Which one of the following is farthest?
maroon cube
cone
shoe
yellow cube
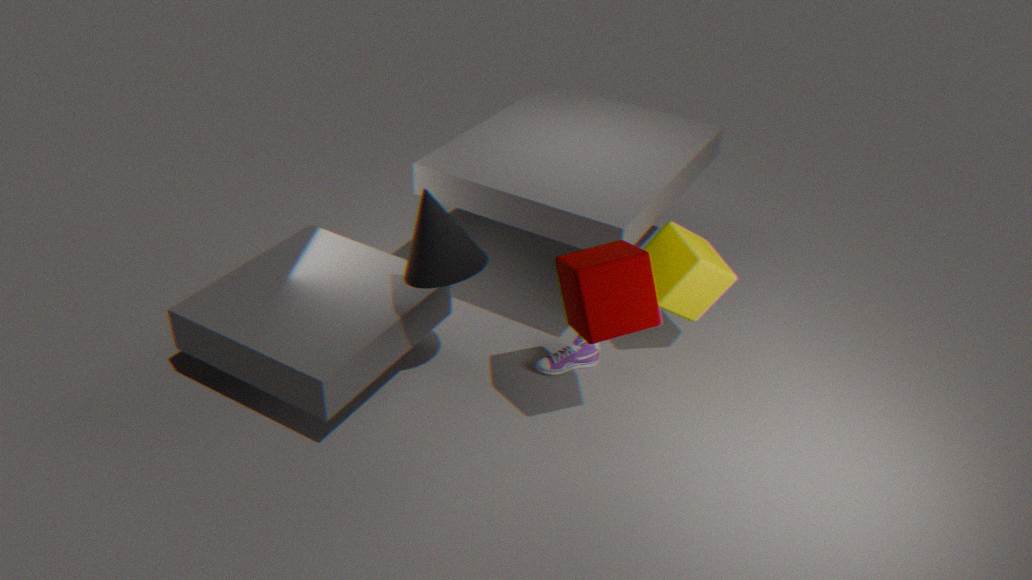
shoe
